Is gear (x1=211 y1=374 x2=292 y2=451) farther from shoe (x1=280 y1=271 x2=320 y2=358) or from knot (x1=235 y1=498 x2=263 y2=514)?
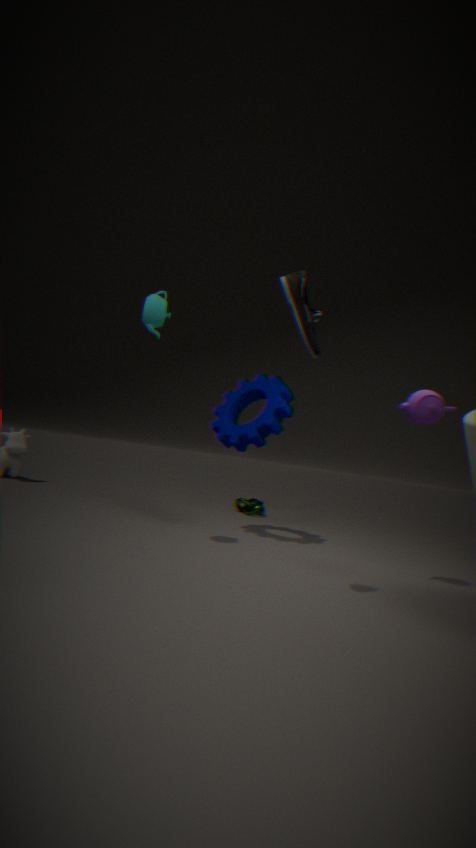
knot (x1=235 y1=498 x2=263 y2=514)
